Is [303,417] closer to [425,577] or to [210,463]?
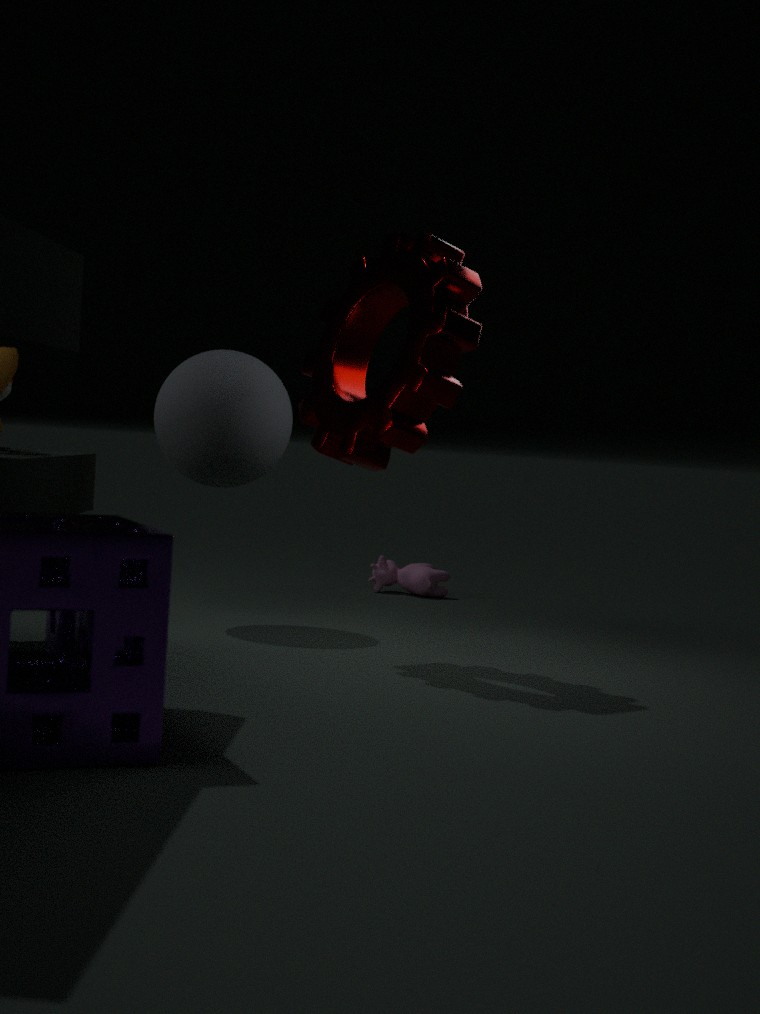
[210,463]
